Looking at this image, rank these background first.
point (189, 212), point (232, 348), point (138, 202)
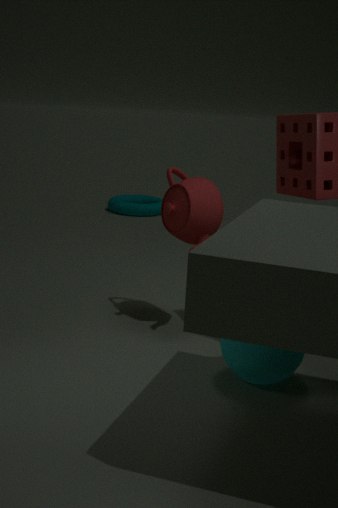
point (138, 202)
point (189, 212)
point (232, 348)
